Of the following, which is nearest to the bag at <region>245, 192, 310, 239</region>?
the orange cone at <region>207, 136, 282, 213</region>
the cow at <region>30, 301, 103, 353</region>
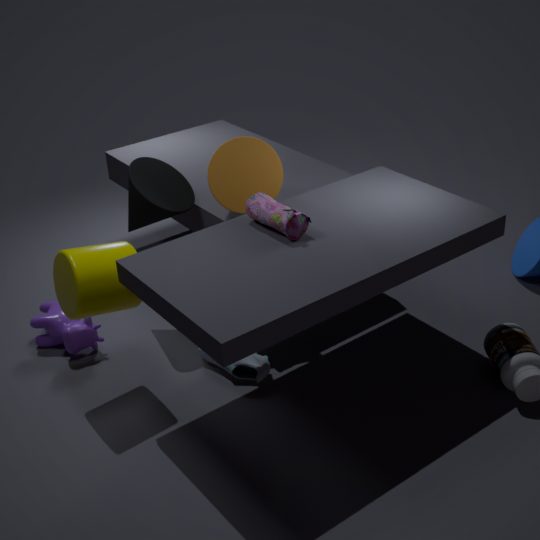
the orange cone at <region>207, 136, 282, 213</region>
